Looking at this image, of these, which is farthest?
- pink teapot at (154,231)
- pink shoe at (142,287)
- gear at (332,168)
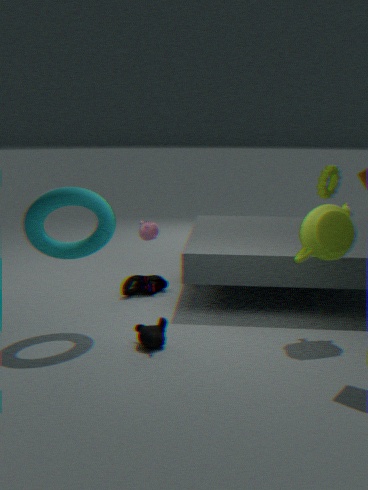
pink teapot at (154,231)
